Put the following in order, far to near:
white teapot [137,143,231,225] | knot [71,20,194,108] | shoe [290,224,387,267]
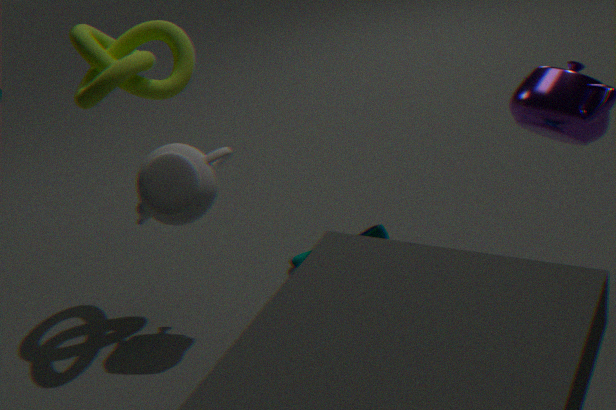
shoe [290,224,387,267], white teapot [137,143,231,225], knot [71,20,194,108]
